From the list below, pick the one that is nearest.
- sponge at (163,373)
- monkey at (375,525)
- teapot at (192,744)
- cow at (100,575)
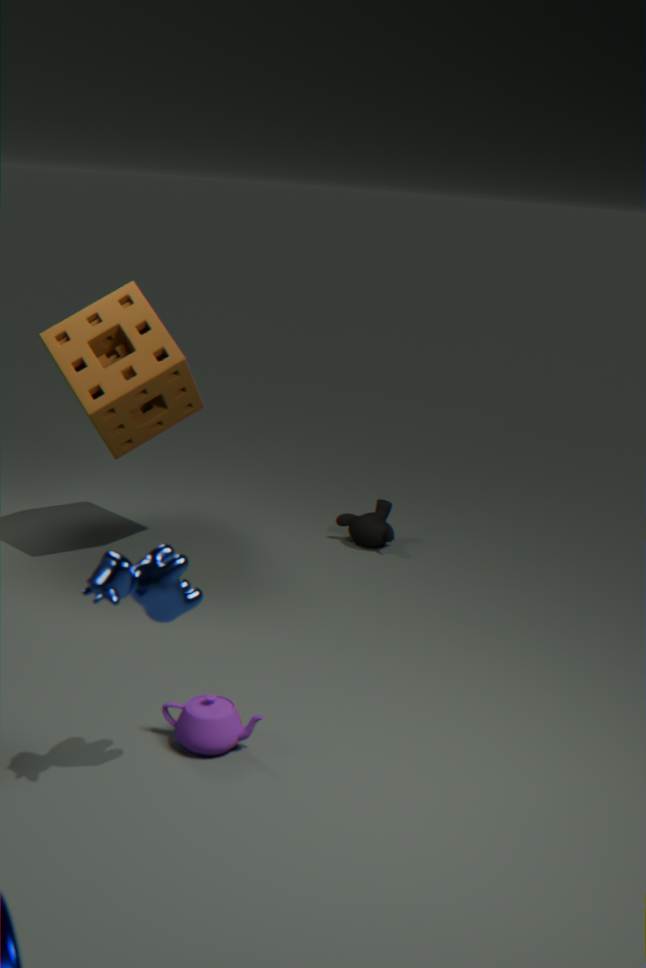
cow at (100,575)
